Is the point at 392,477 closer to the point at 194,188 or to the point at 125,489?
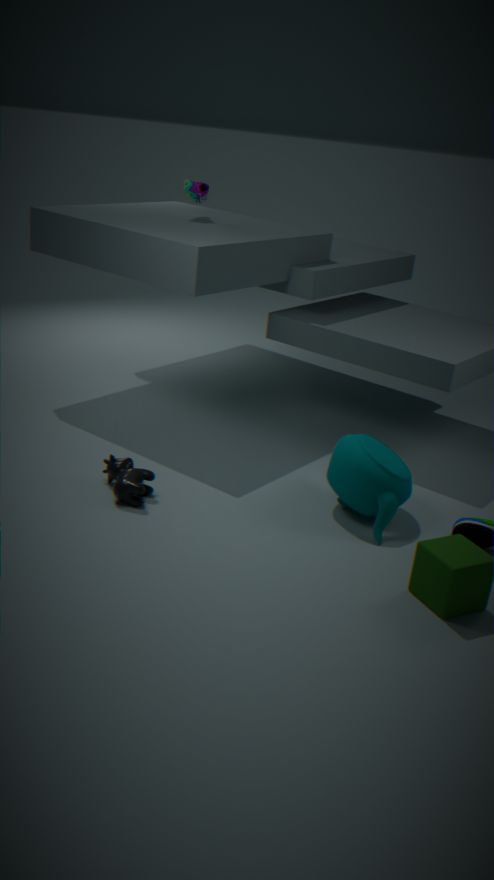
the point at 125,489
